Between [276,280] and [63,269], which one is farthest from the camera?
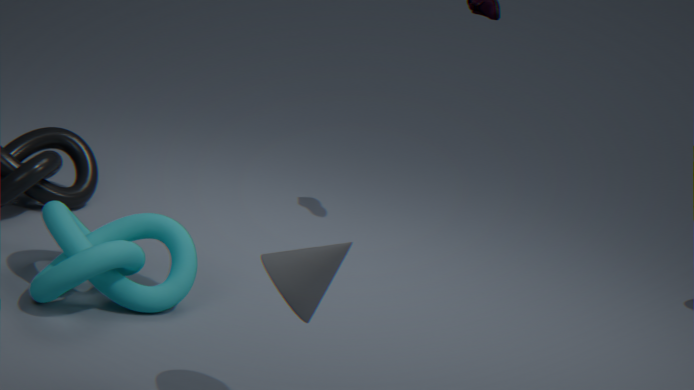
[63,269]
